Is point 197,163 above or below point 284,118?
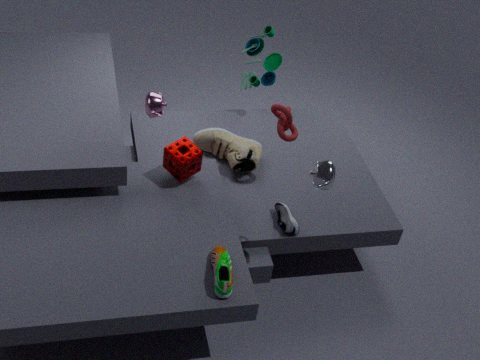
below
